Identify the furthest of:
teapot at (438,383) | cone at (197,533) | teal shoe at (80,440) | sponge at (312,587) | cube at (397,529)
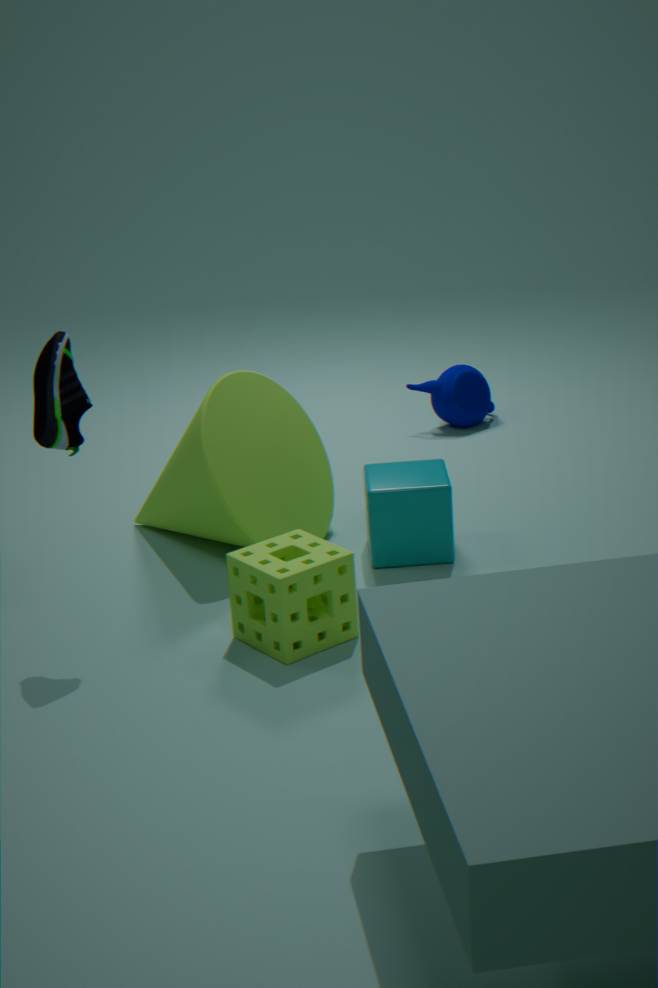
teapot at (438,383)
